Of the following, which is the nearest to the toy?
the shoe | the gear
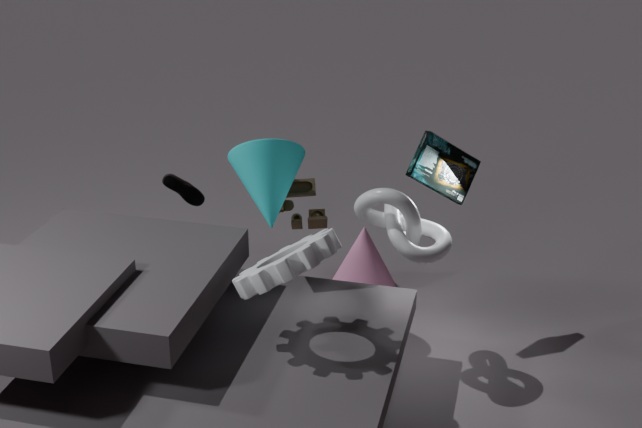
the gear
